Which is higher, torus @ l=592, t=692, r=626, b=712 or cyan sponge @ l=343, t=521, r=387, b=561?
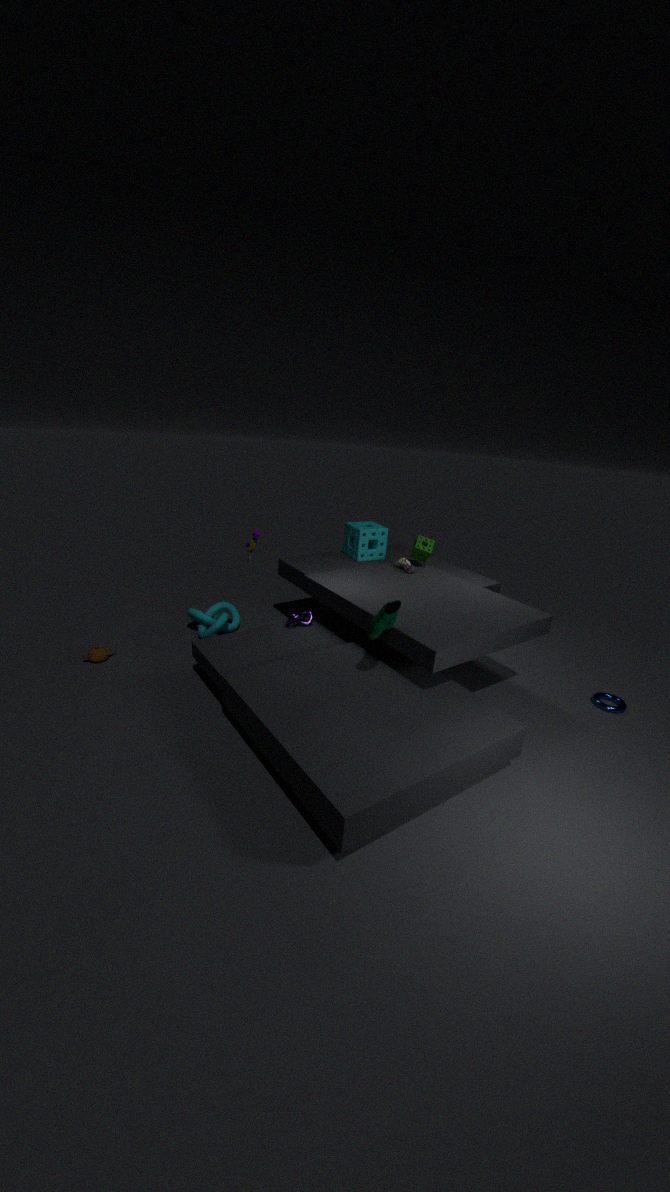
cyan sponge @ l=343, t=521, r=387, b=561
